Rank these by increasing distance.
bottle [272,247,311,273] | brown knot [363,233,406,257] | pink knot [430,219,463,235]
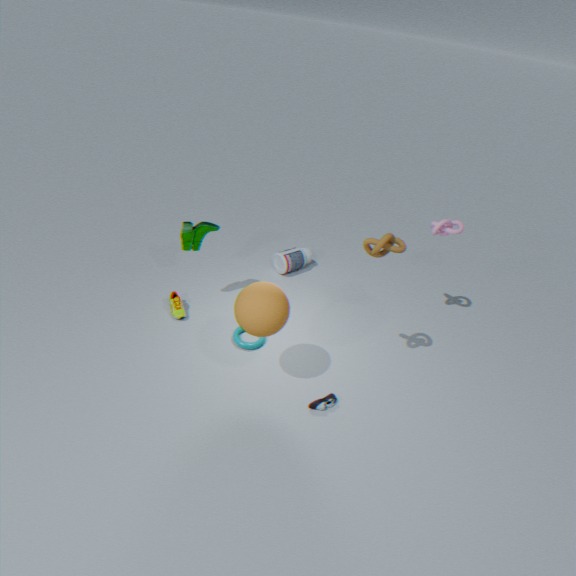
brown knot [363,233,406,257] < pink knot [430,219,463,235] < bottle [272,247,311,273]
